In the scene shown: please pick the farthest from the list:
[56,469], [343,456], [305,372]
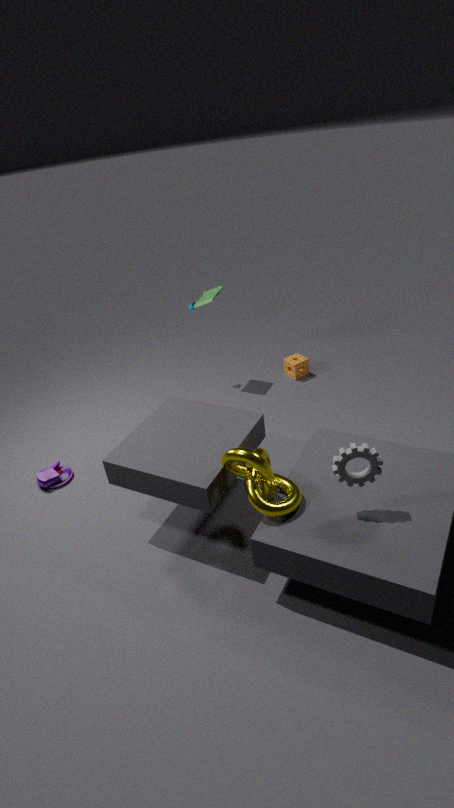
[305,372]
